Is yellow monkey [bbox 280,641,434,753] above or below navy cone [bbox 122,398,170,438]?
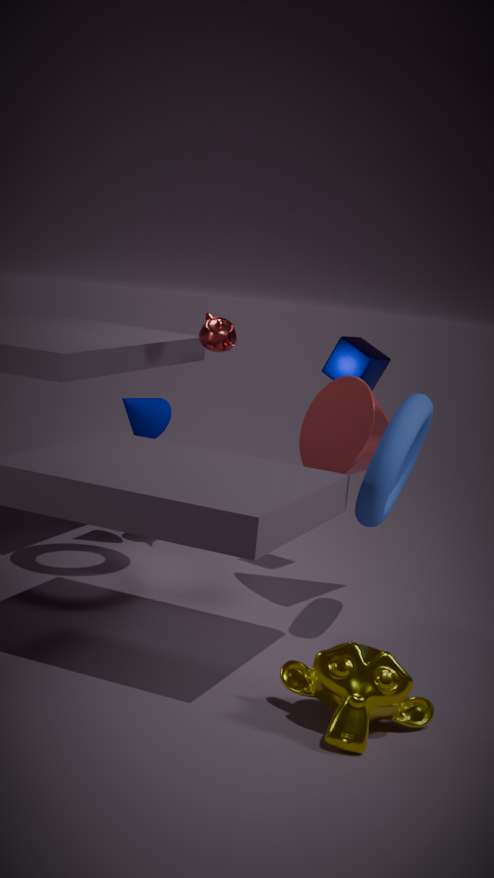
below
